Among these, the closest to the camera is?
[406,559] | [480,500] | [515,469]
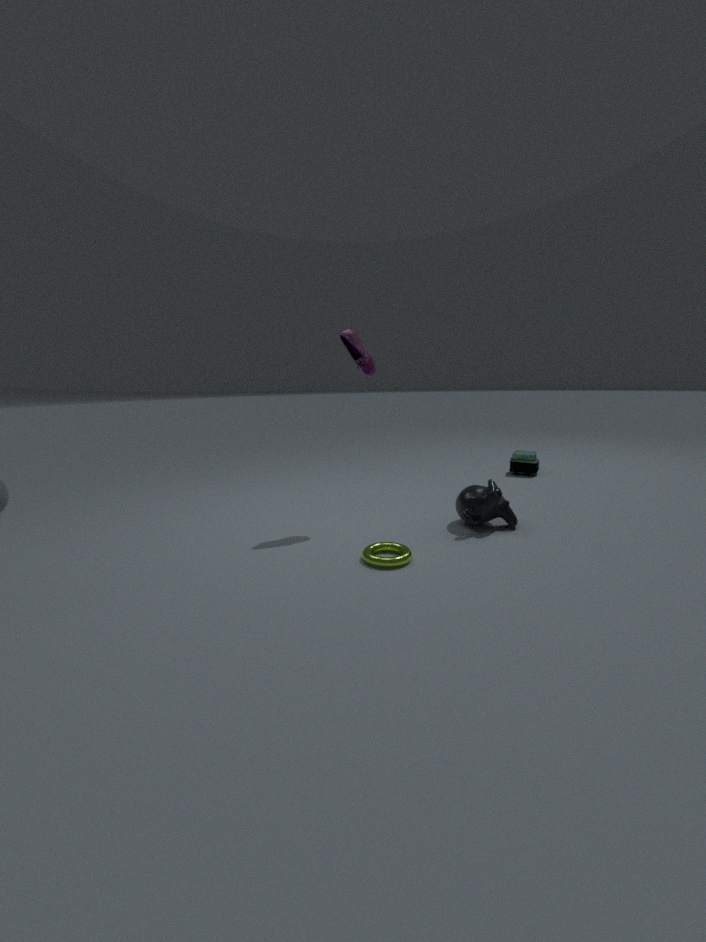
[406,559]
